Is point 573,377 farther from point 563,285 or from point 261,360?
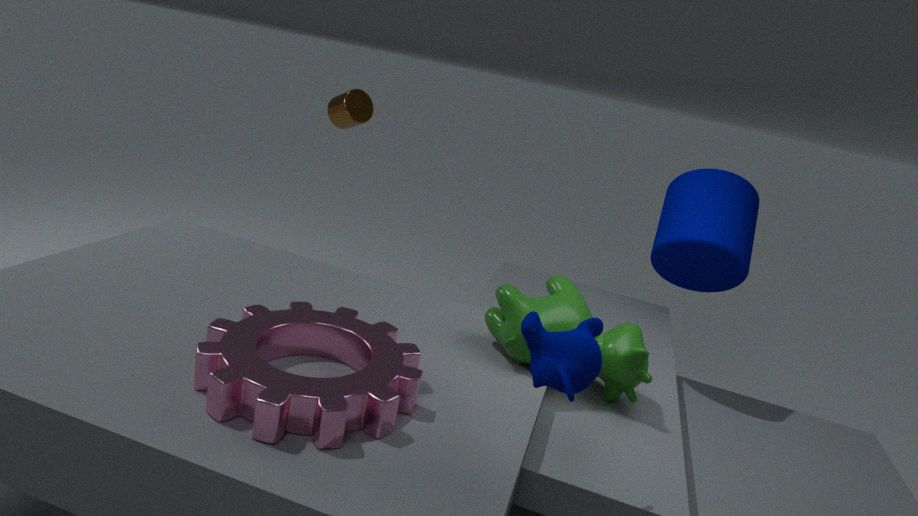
point 261,360
